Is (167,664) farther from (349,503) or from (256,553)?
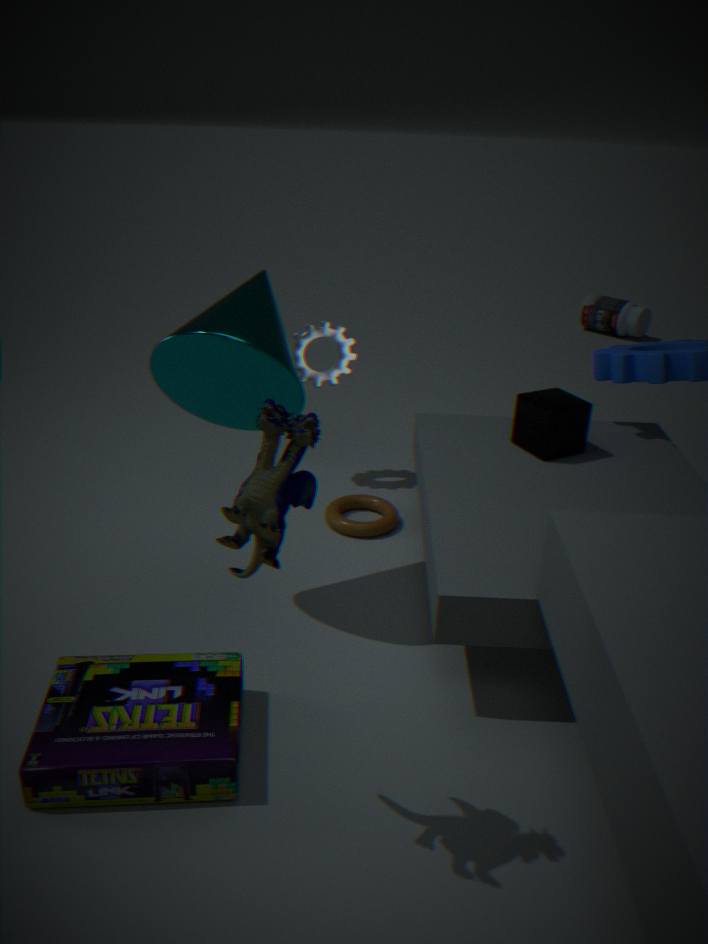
(349,503)
